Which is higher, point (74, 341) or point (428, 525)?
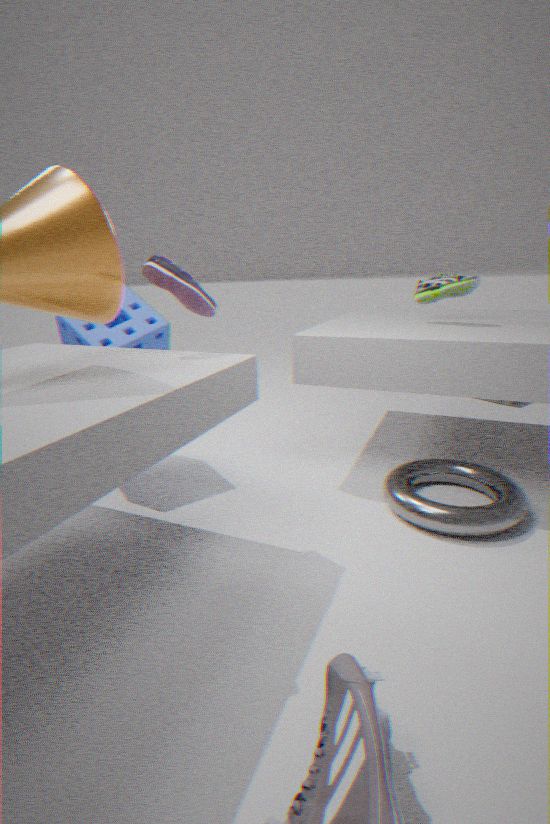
point (74, 341)
